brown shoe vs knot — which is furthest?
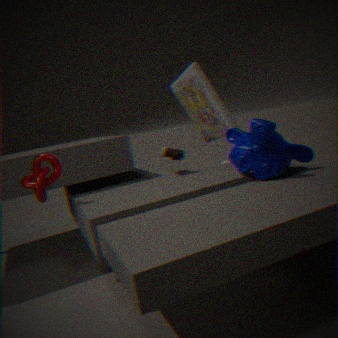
Result: brown shoe
